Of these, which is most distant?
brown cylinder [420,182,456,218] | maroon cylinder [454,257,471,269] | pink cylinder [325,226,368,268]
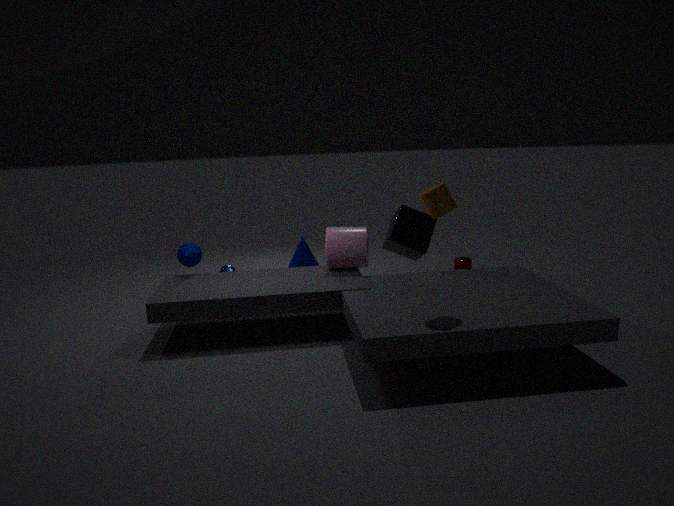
maroon cylinder [454,257,471,269]
